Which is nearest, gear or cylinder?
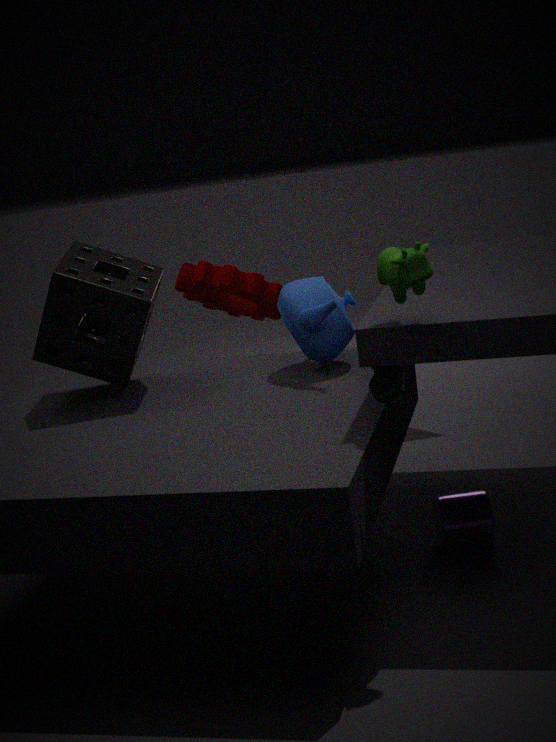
cylinder
